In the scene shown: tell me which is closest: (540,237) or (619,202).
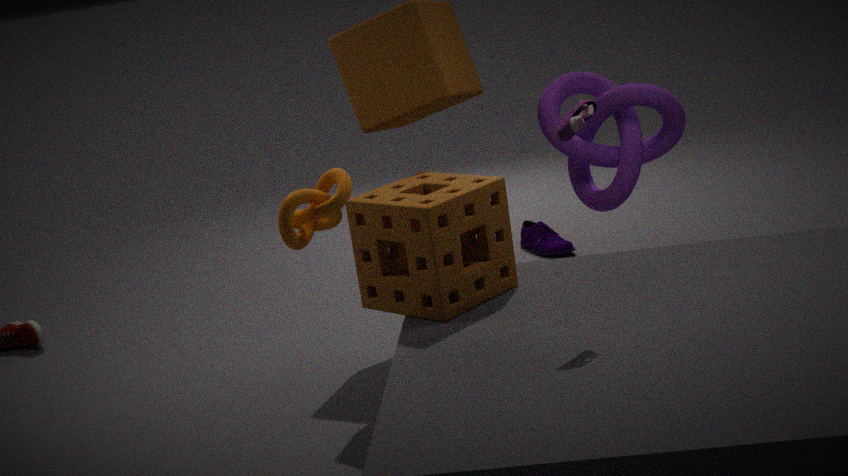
(619,202)
